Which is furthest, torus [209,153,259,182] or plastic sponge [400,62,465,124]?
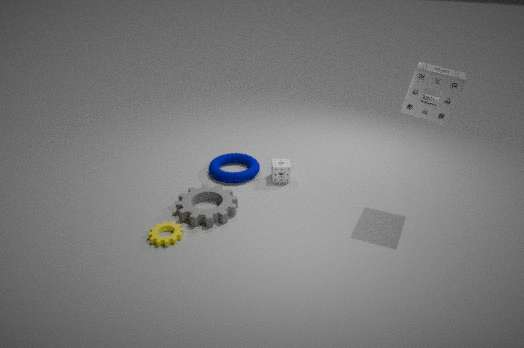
torus [209,153,259,182]
